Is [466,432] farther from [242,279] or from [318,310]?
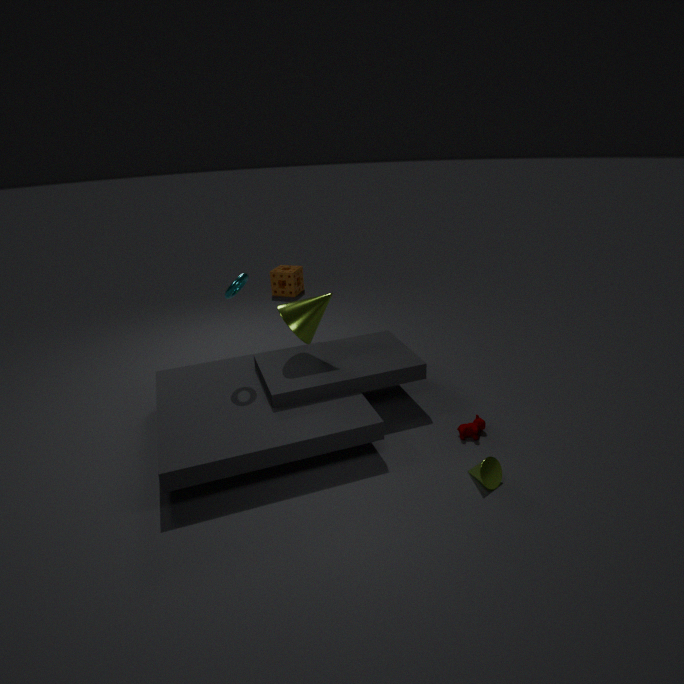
[242,279]
